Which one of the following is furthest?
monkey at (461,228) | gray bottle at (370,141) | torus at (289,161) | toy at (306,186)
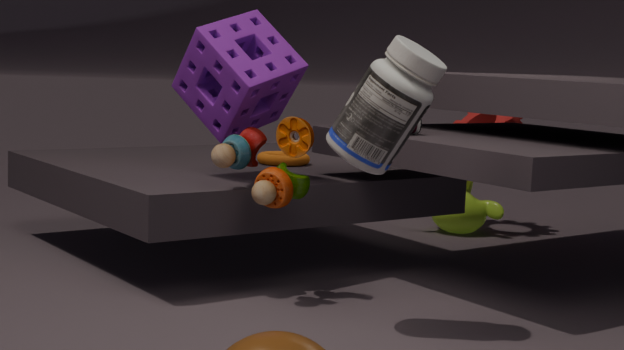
monkey at (461,228)
